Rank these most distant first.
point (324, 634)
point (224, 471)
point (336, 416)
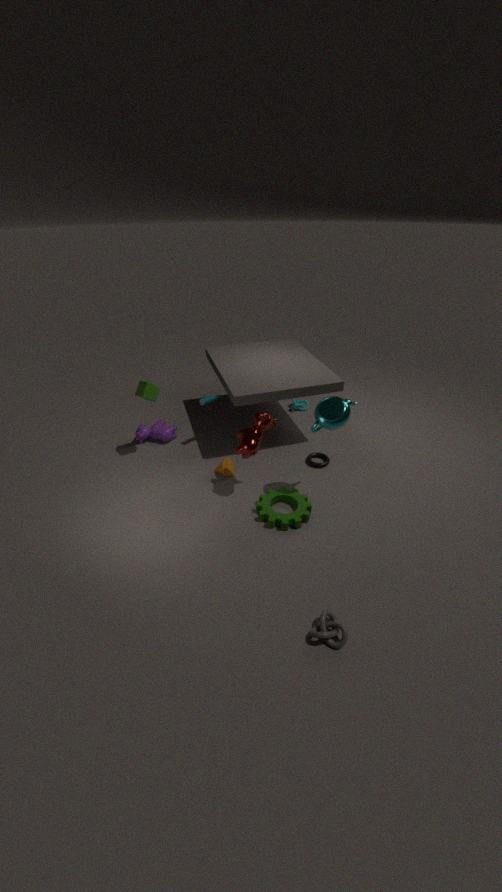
1. point (224, 471)
2. point (336, 416)
3. point (324, 634)
